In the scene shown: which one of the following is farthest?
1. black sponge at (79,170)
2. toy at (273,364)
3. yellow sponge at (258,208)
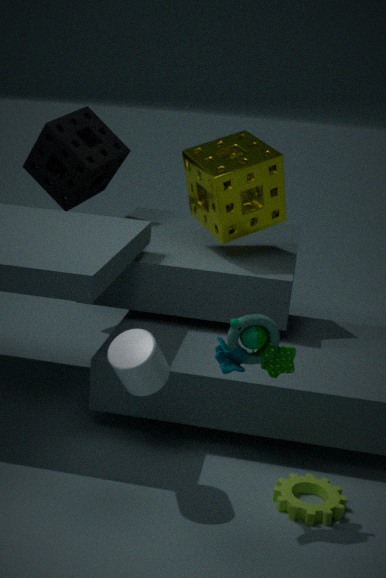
black sponge at (79,170)
